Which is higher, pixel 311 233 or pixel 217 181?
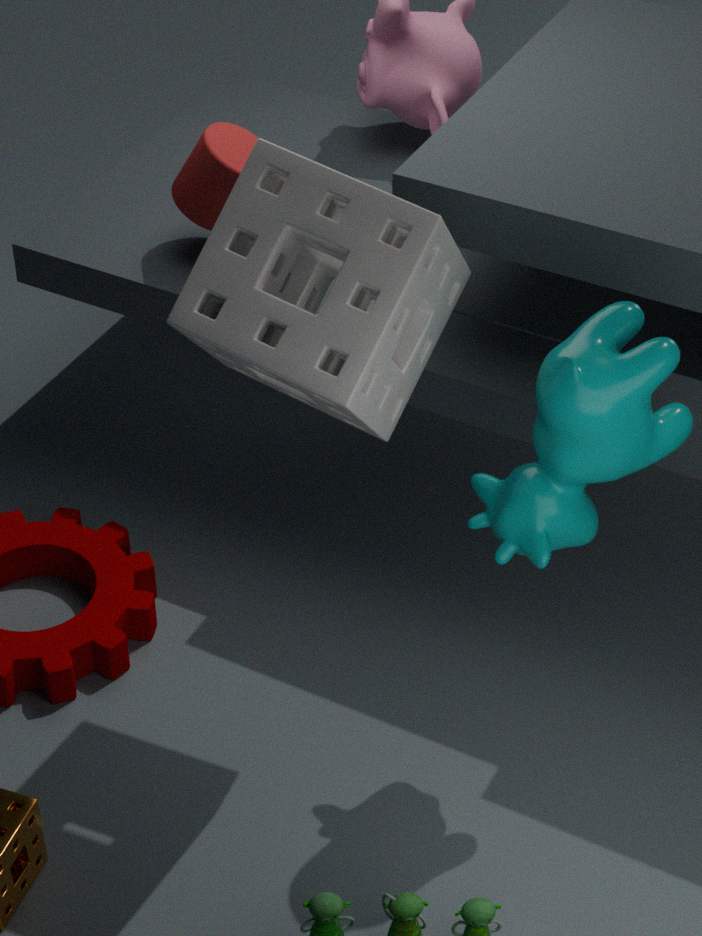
pixel 311 233
